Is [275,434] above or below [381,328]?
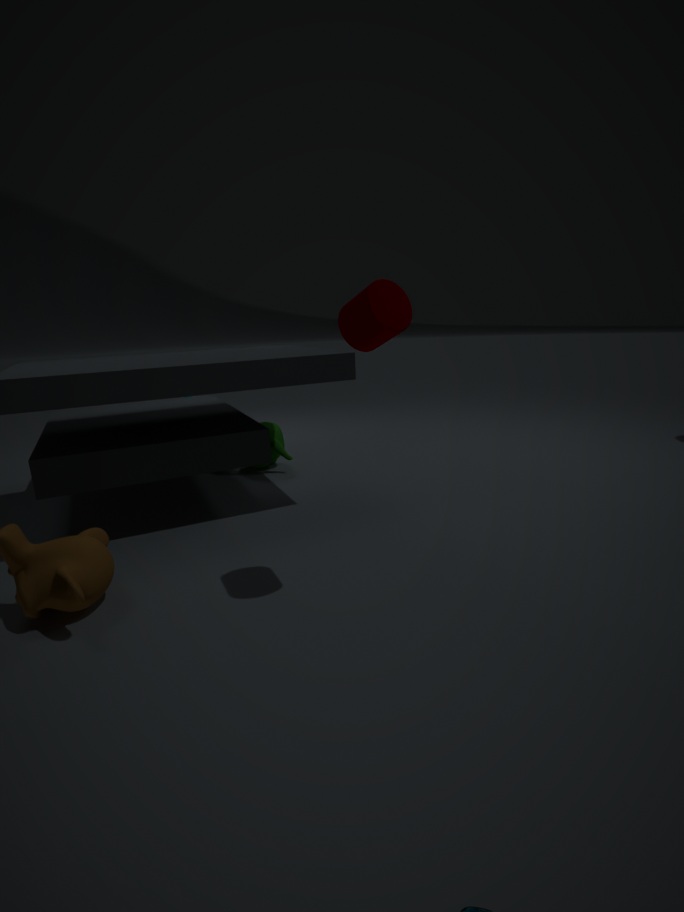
below
